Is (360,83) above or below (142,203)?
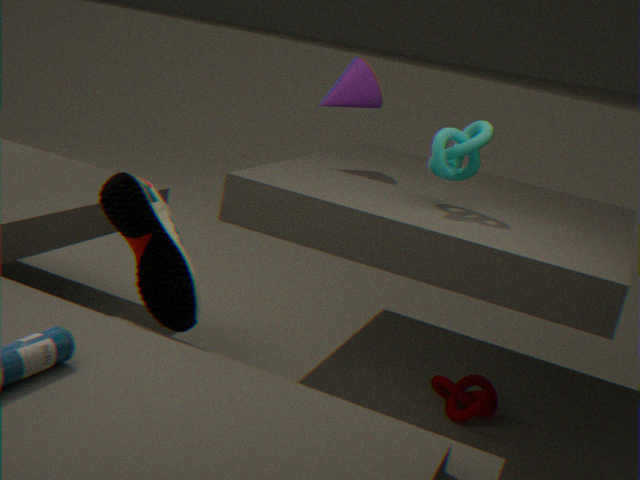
above
